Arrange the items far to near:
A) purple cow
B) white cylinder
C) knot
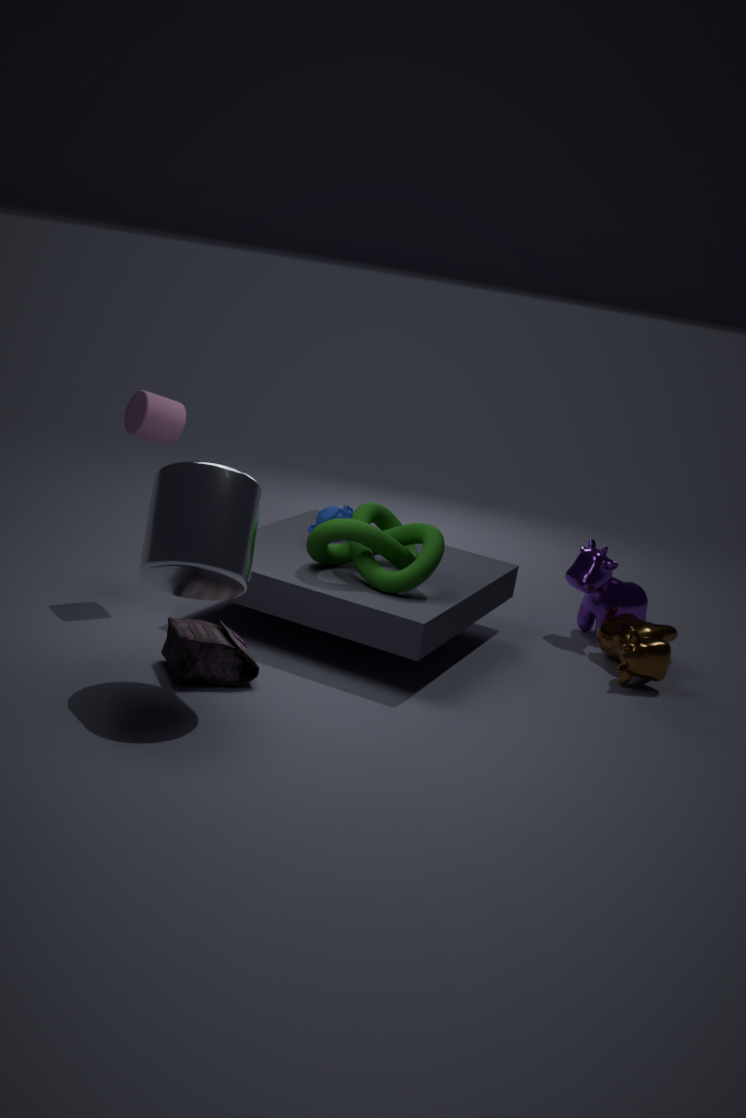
purple cow → knot → white cylinder
